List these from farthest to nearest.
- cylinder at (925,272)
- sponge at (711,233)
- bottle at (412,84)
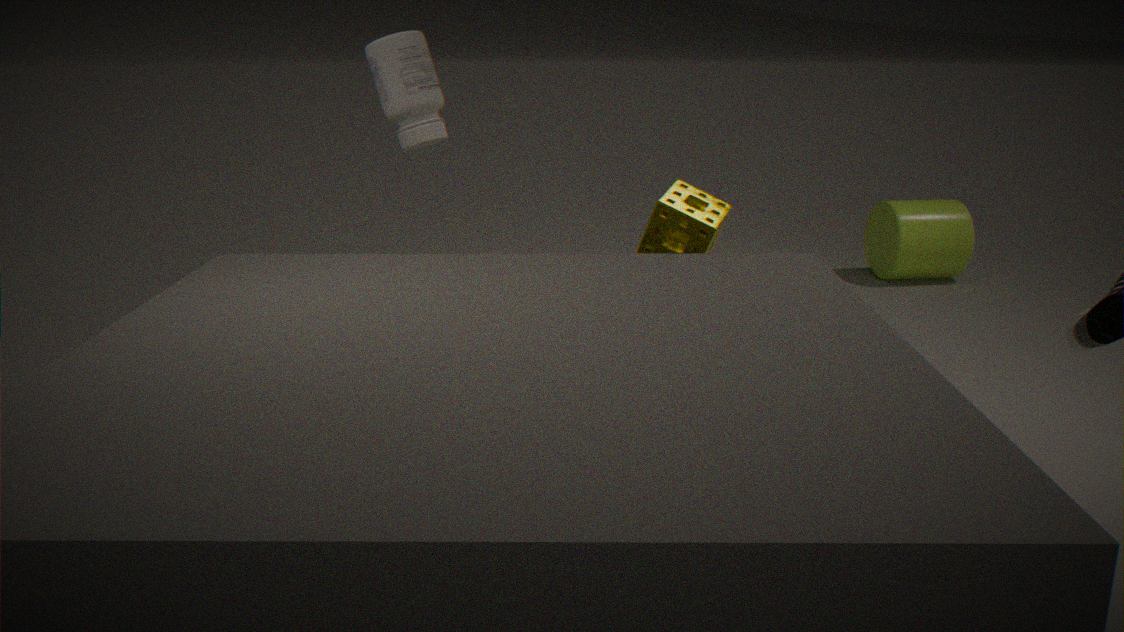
cylinder at (925,272), sponge at (711,233), bottle at (412,84)
